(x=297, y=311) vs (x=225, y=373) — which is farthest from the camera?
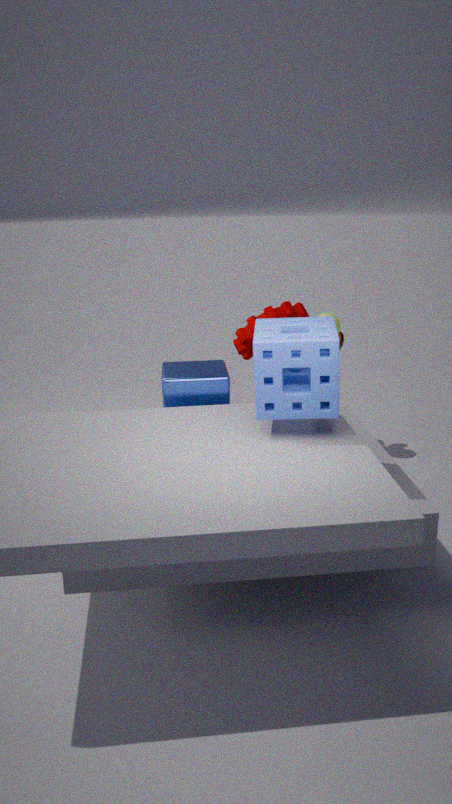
(x=297, y=311)
